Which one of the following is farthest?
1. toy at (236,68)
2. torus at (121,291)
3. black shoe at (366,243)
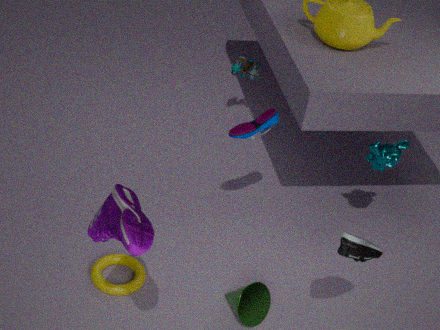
toy at (236,68)
